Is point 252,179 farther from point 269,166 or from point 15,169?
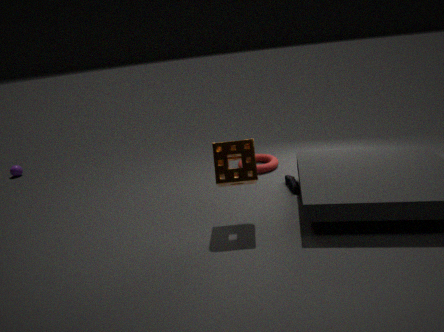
point 15,169
